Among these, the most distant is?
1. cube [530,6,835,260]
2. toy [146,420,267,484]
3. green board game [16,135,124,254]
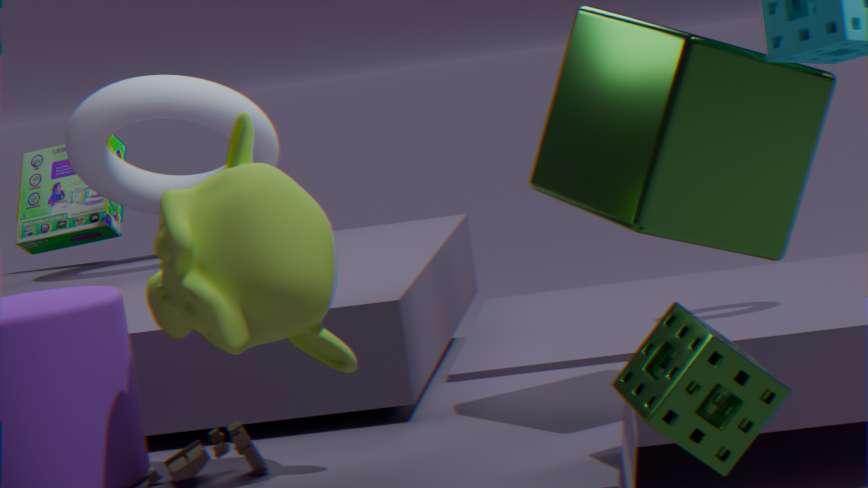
green board game [16,135,124,254]
